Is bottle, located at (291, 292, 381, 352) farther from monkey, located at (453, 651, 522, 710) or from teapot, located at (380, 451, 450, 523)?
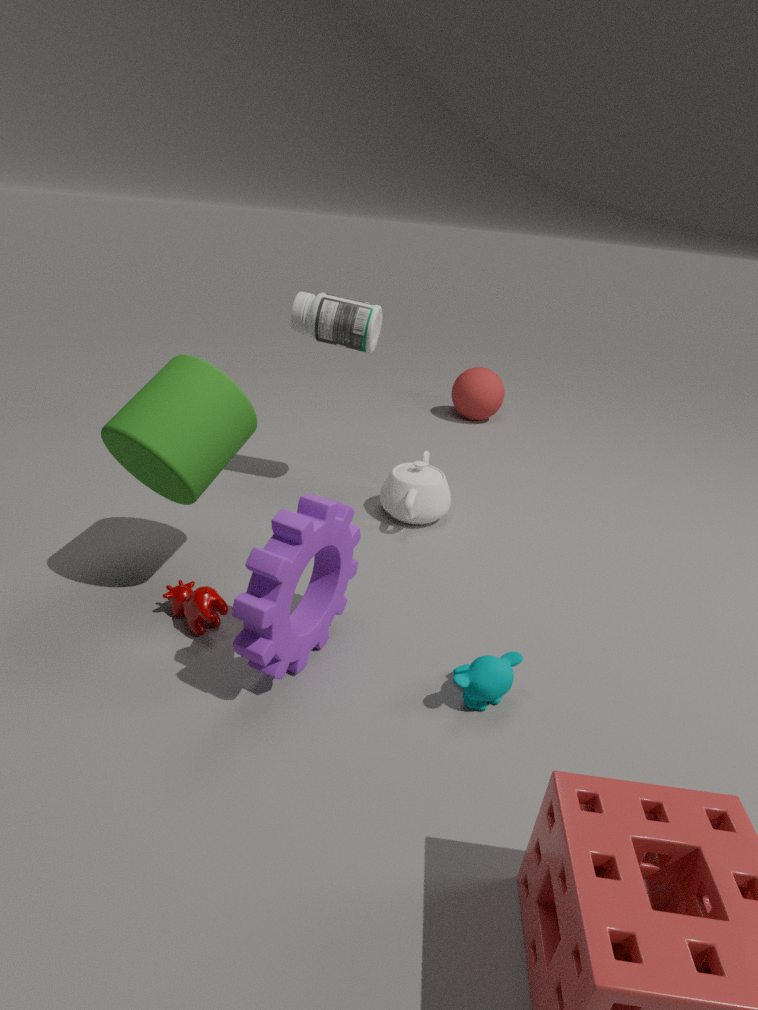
monkey, located at (453, 651, 522, 710)
